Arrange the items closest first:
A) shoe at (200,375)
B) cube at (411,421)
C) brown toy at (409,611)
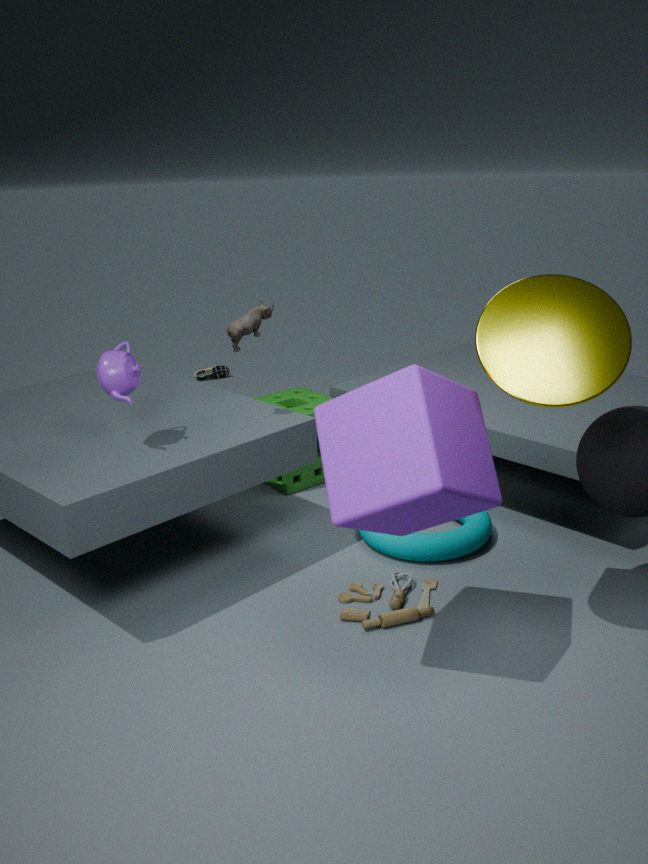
cube at (411,421) → brown toy at (409,611) → shoe at (200,375)
